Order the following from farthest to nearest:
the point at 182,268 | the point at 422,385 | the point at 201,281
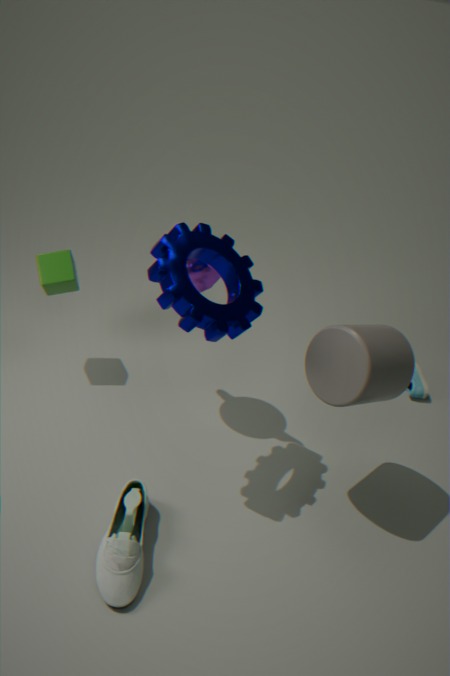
the point at 422,385
the point at 201,281
the point at 182,268
